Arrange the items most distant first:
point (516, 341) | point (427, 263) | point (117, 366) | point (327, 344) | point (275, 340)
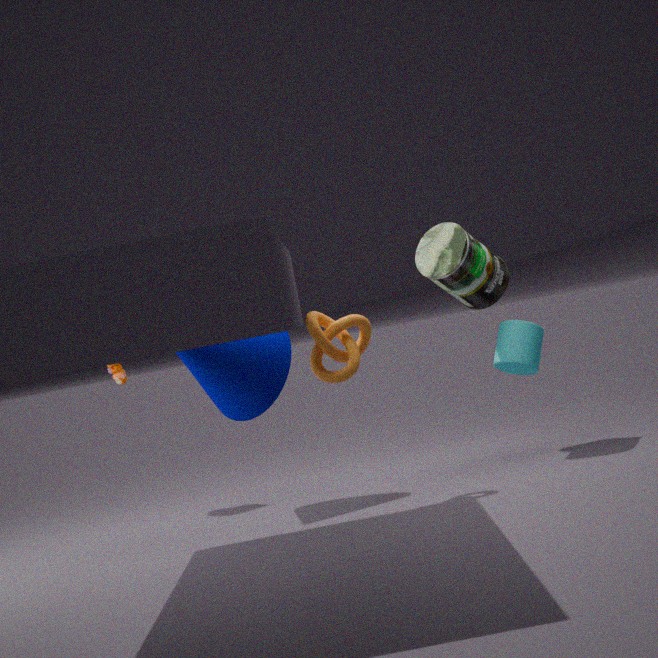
point (117, 366) → point (516, 341) → point (427, 263) → point (275, 340) → point (327, 344)
